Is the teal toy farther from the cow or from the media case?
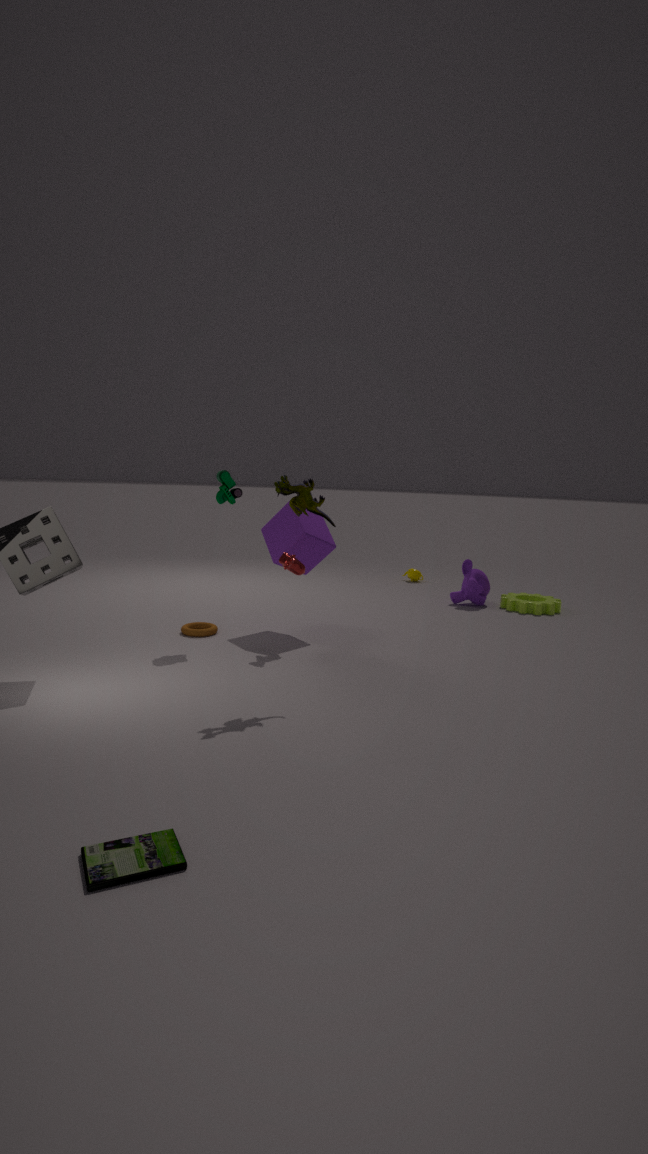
the media case
